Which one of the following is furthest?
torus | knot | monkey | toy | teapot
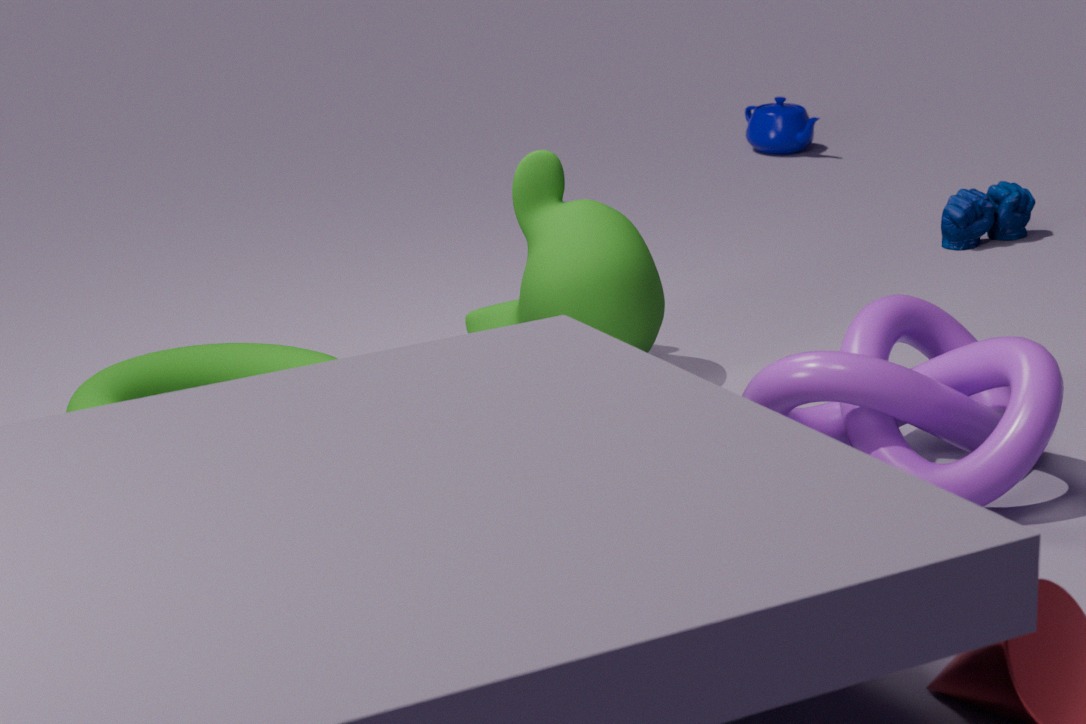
teapot
